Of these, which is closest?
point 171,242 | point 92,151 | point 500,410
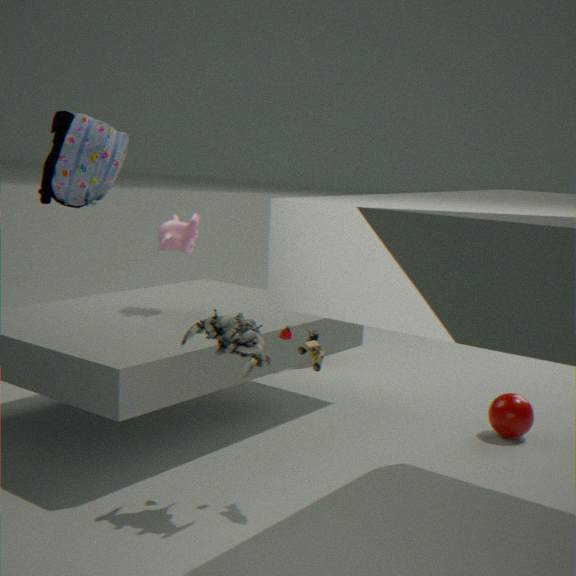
point 92,151
